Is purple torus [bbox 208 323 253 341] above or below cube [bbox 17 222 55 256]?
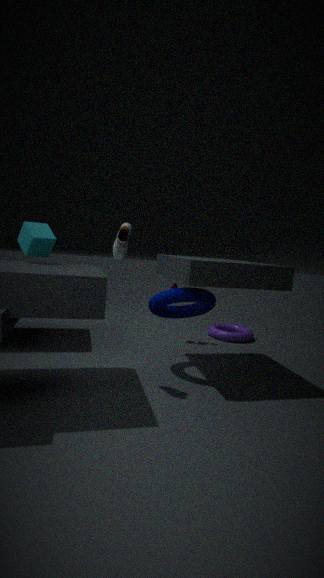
below
